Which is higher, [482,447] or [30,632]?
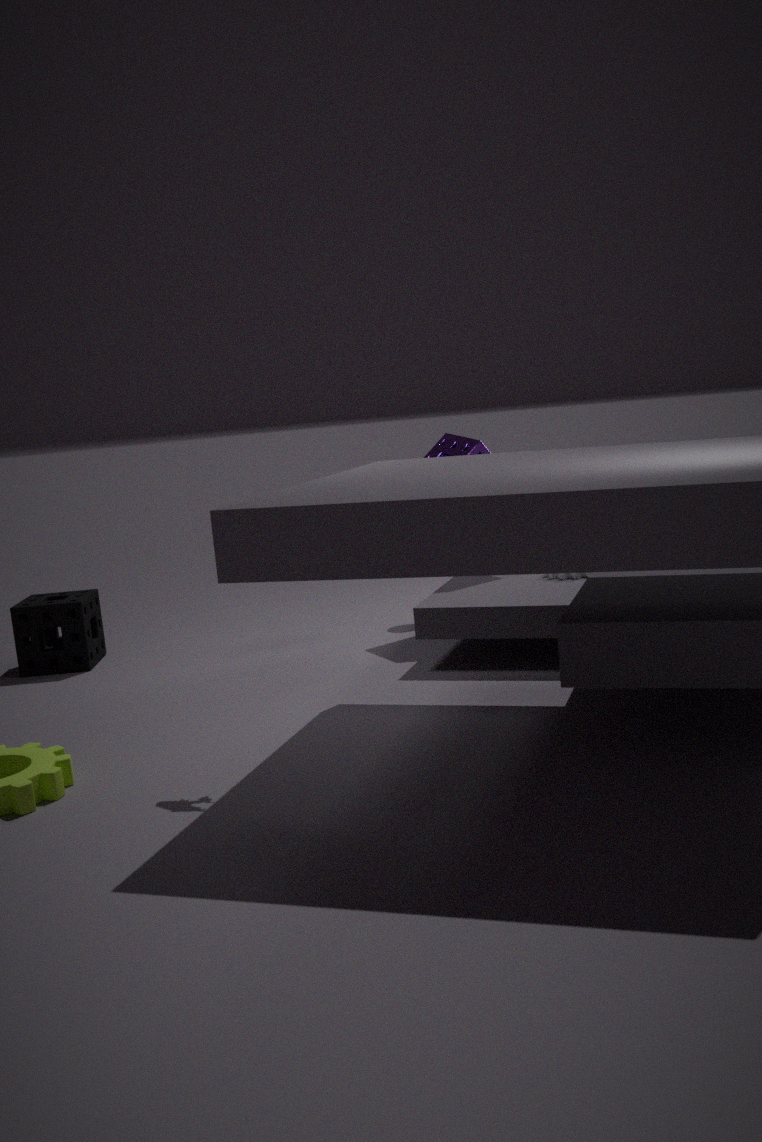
[482,447]
